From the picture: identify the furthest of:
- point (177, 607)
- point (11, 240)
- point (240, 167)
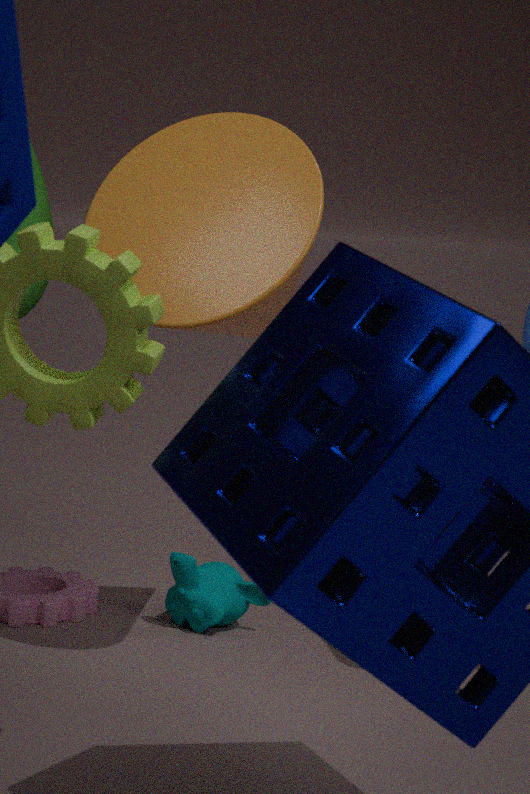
point (177, 607)
